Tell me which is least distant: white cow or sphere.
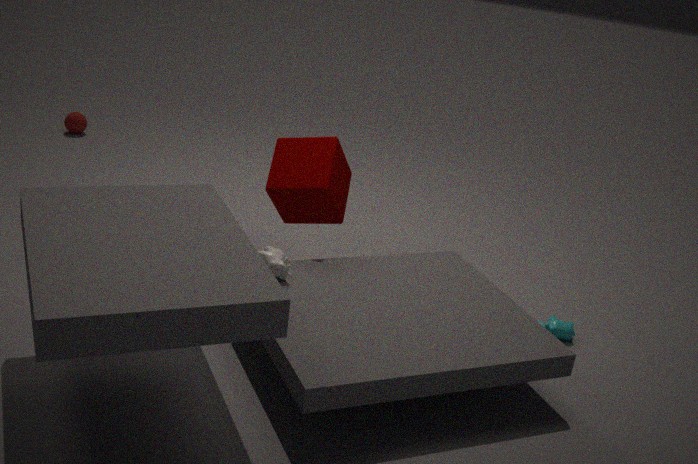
white cow
